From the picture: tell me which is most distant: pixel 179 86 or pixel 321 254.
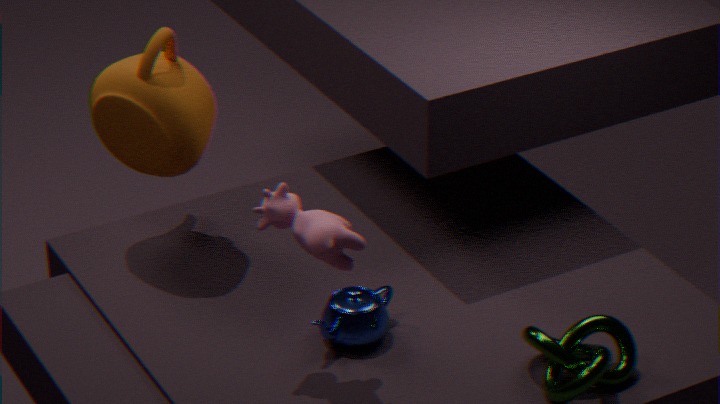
pixel 179 86
